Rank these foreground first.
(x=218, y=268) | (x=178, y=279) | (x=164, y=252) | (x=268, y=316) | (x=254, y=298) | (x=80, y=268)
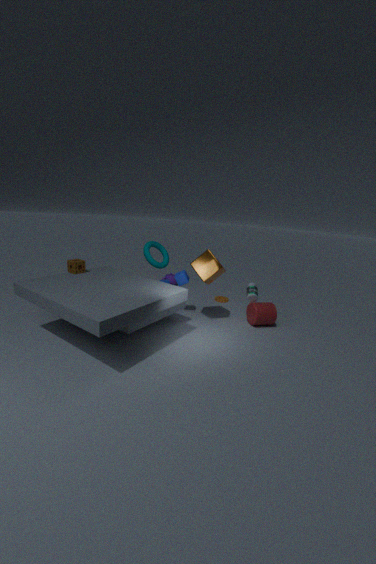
(x=218, y=268), (x=80, y=268), (x=268, y=316), (x=254, y=298), (x=178, y=279), (x=164, y=252)
